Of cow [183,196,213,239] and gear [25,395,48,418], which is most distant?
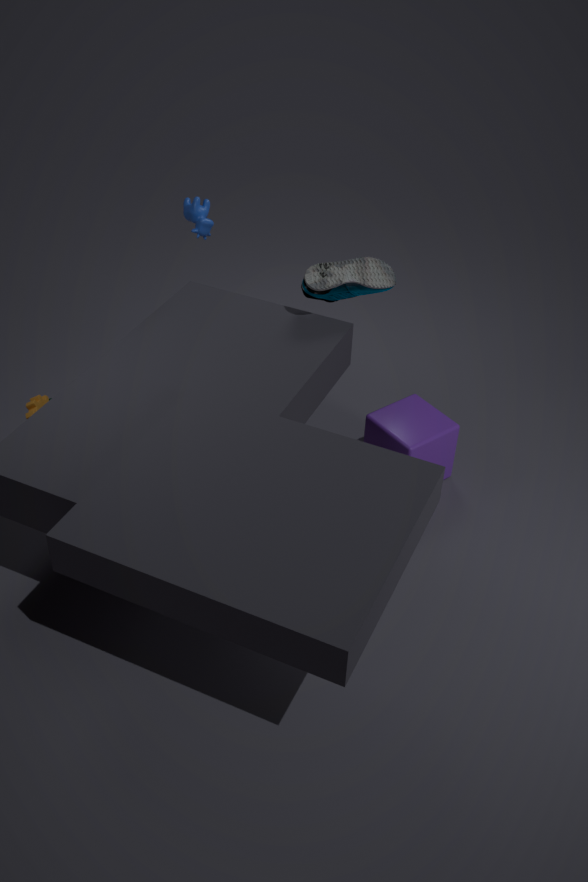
cow [183,196,213,239]
